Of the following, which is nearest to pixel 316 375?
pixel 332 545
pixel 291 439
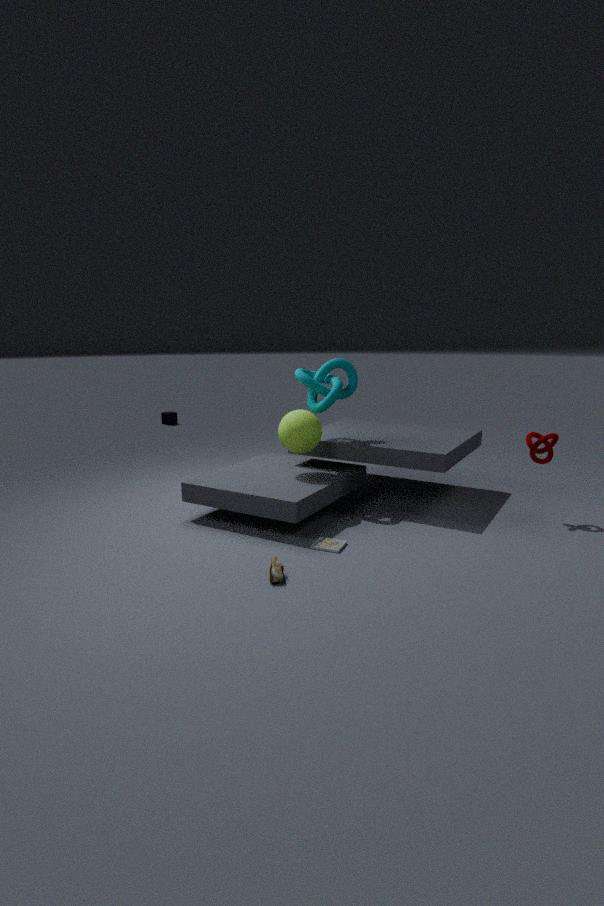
pixel 291 439
